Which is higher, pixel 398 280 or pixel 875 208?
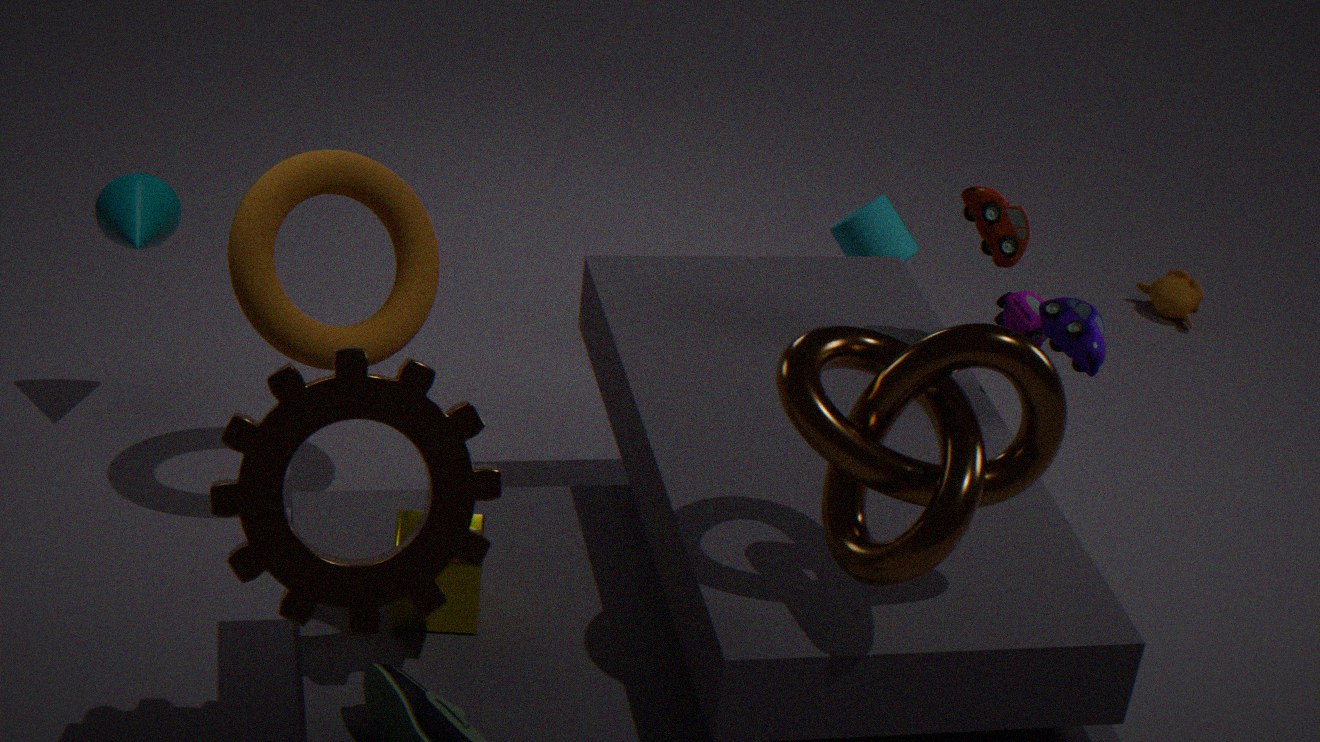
pixel 398 280
